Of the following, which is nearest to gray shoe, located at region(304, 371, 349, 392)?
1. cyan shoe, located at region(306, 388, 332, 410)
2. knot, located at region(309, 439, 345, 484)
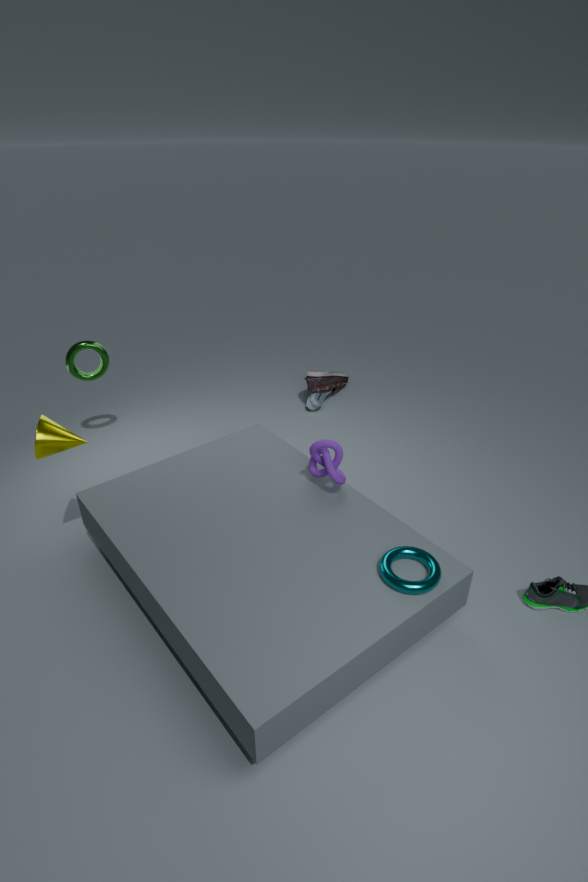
cyan shoe, located at region(306, 388, 332, 410)
